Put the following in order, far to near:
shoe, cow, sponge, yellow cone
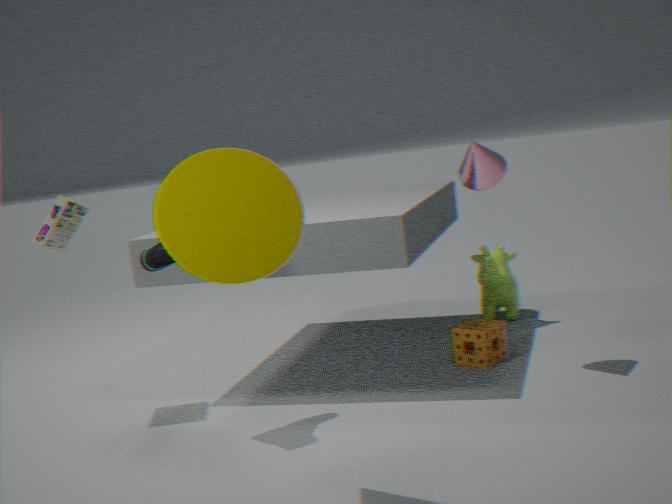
cow → sponge → shoe → yellow cone
